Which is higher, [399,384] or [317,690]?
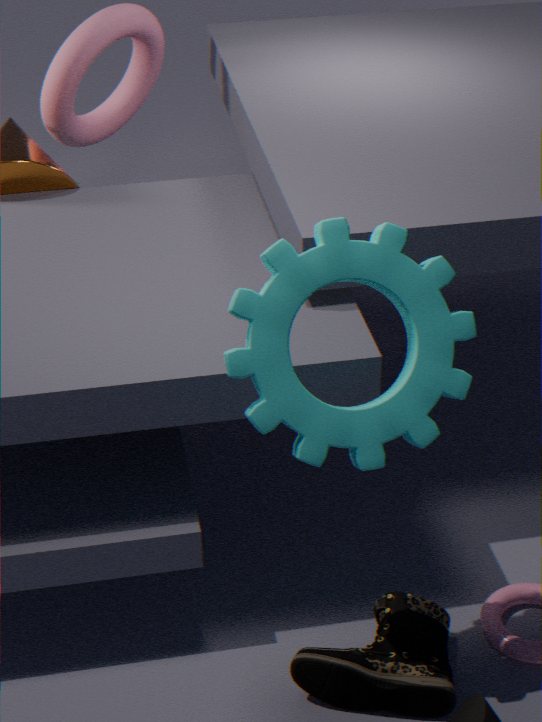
[399,384]
